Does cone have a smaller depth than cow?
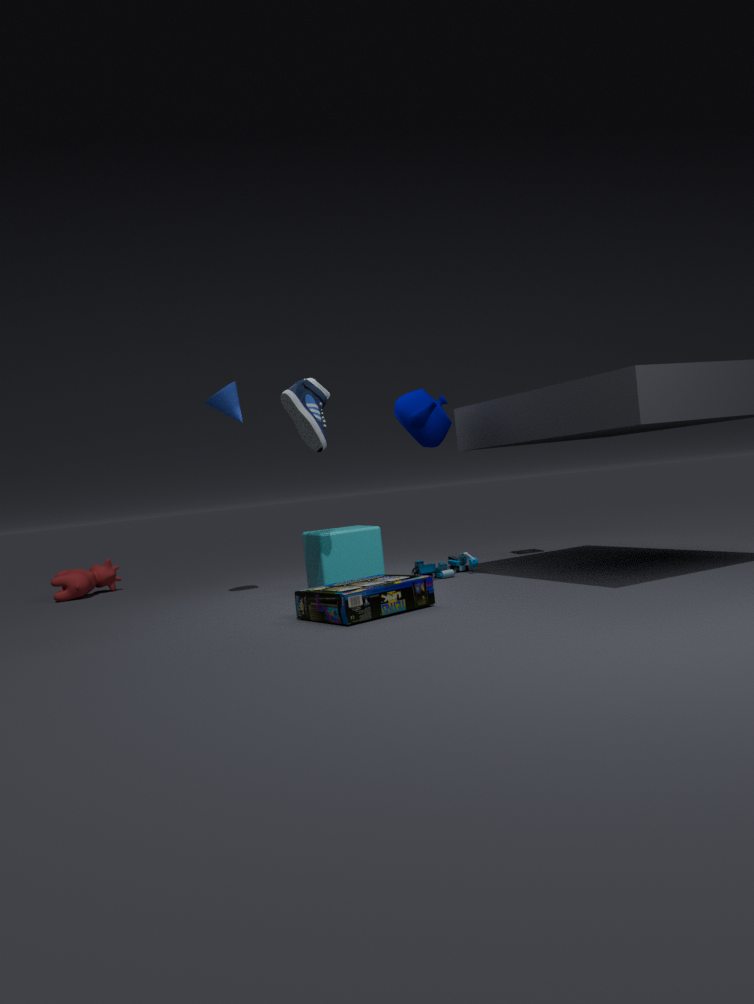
Yes
